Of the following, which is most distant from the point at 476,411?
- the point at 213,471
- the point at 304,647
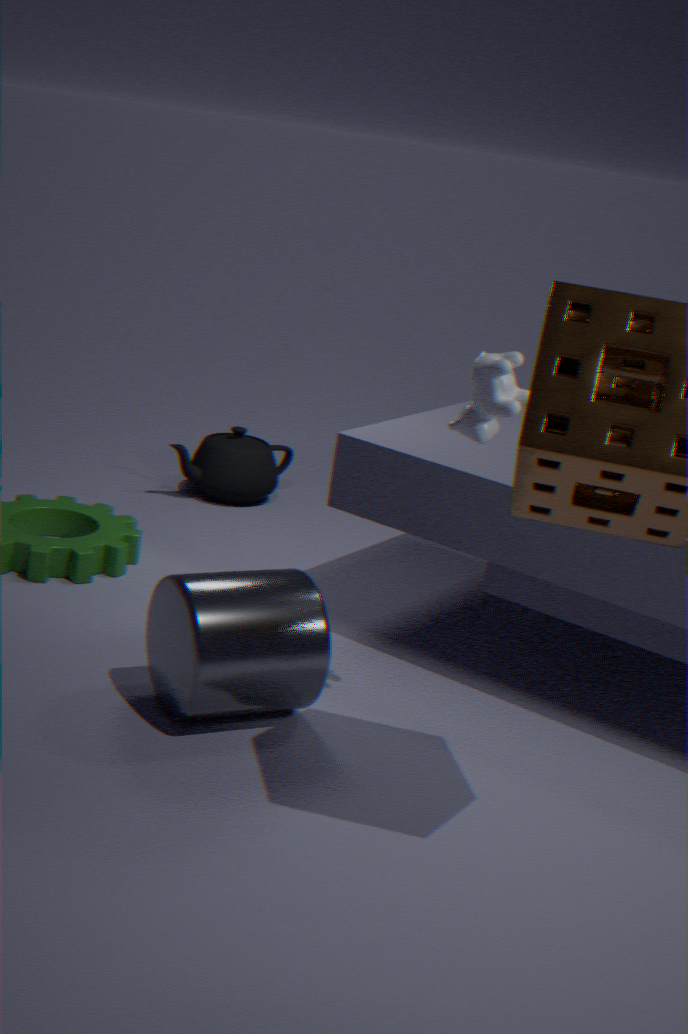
the point at 213,471
